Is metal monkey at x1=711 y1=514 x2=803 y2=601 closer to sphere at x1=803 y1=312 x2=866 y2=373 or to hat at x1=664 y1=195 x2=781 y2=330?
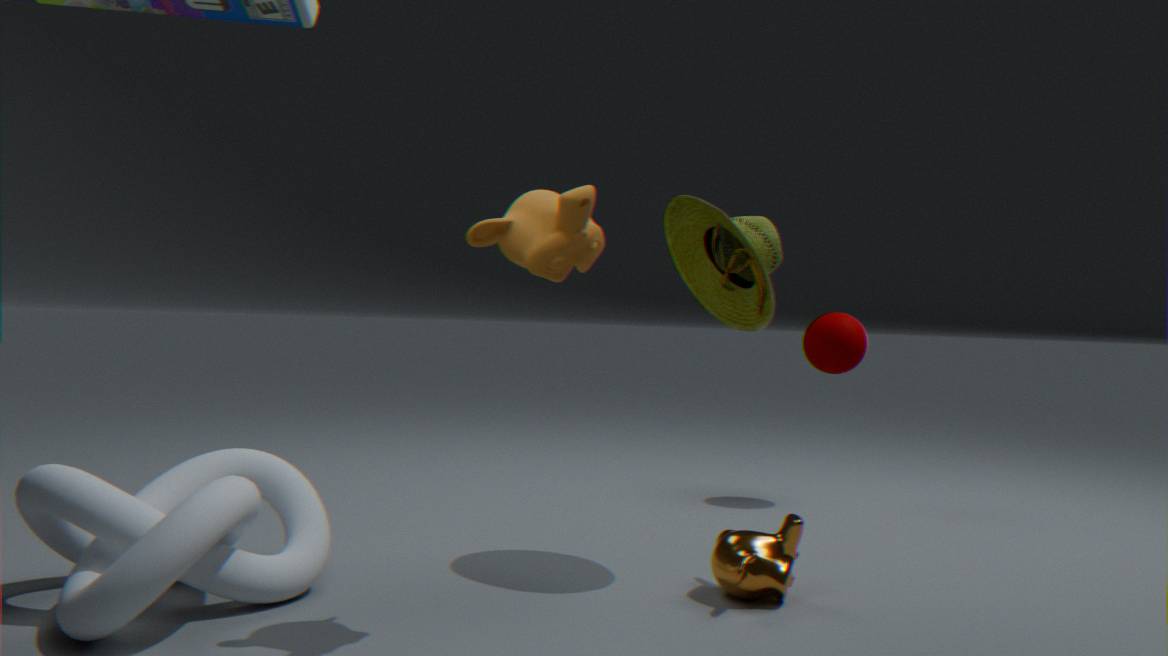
hat at x1=664 y1=195 x2=781 y2=330
